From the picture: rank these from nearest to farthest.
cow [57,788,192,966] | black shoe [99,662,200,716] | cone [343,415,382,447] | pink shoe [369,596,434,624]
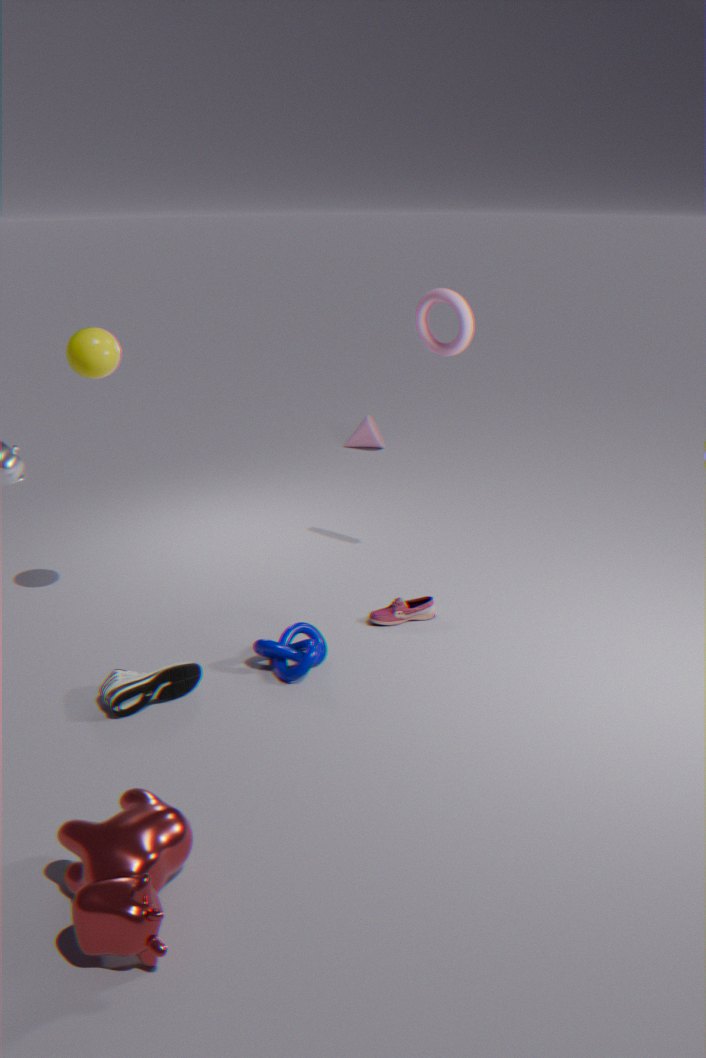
cow [57,788,192,966]
black shoe [99,662,200,716]
pink shoe [369,596,434,624]
cone [343,415,382,447]
